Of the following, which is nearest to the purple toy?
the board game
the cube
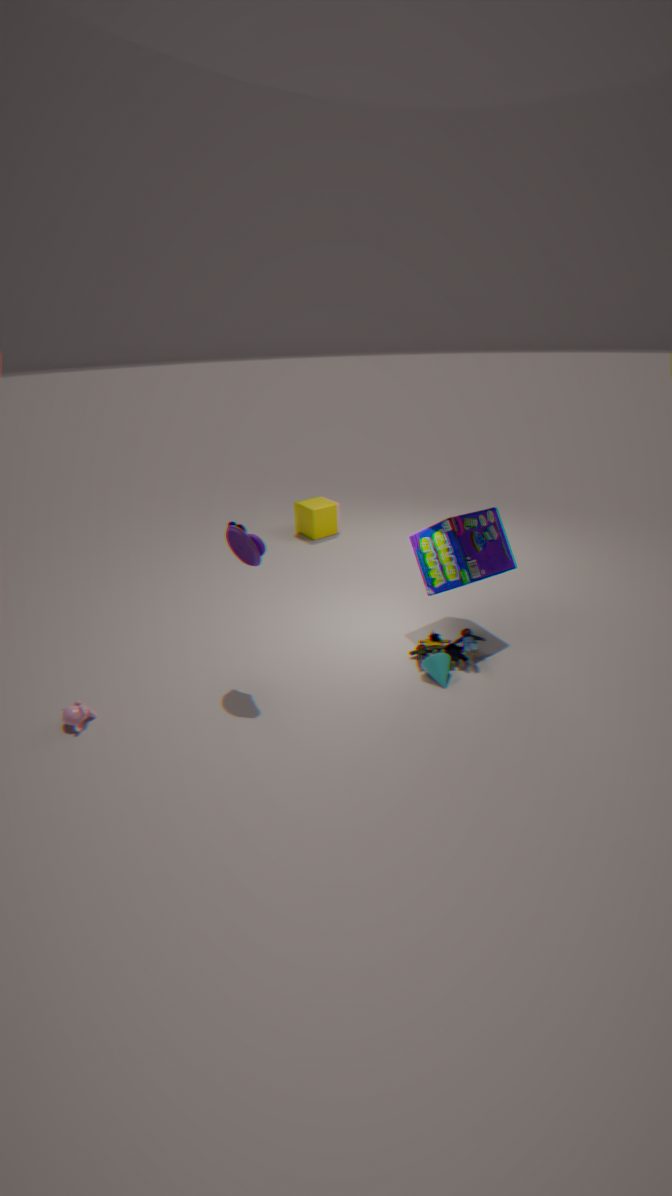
the board game
